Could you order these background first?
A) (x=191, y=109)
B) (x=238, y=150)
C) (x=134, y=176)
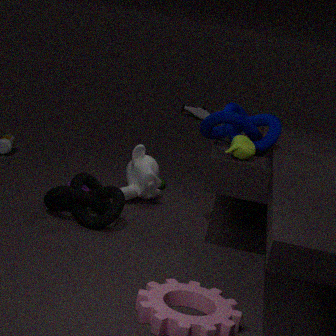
(x=191, y=109) < (x=134, y=176) < (x=238, y=150)
